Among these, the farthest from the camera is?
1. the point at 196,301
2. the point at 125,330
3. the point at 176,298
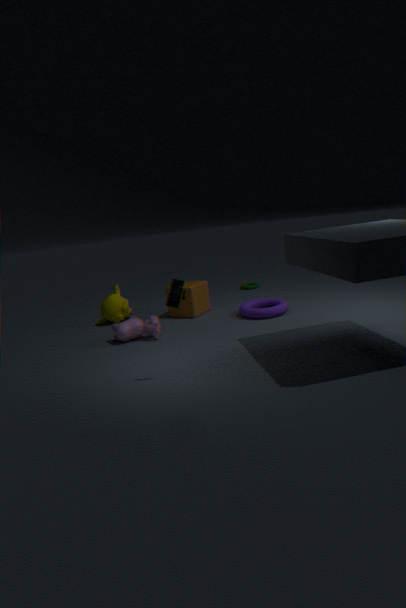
the point at 196,301
